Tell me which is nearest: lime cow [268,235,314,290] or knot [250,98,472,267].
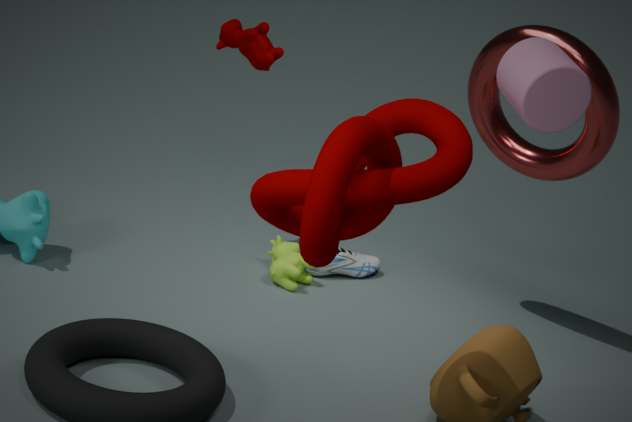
knot [250,98,472,267]
